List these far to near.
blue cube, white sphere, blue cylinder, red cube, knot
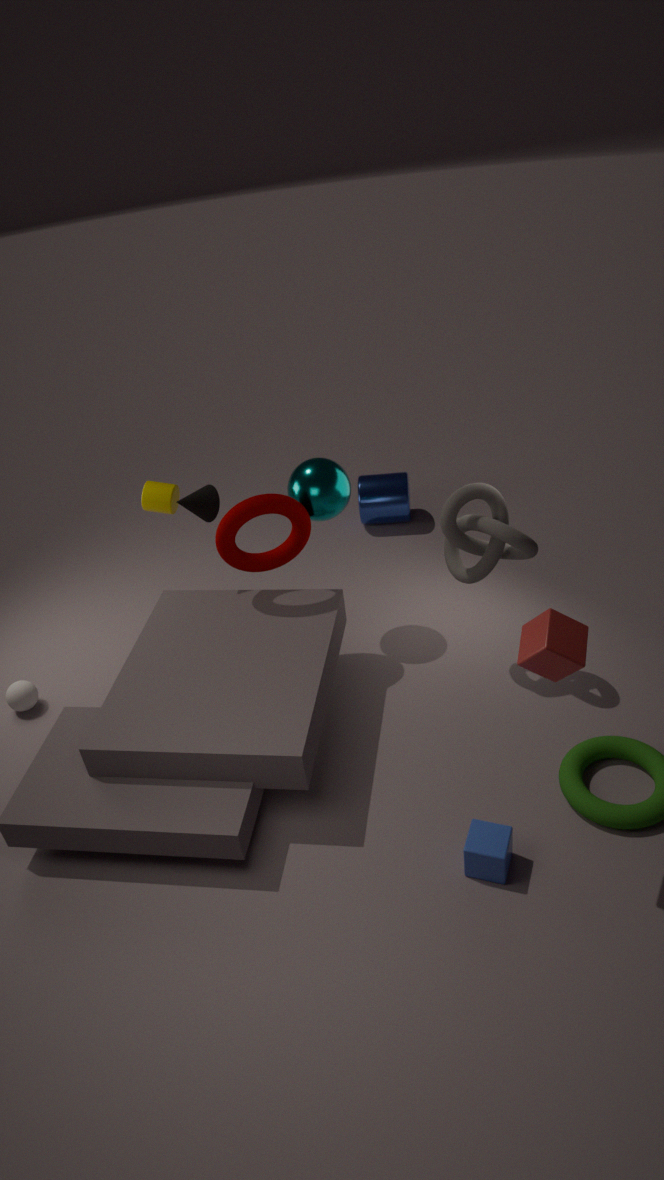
blue cylinder → white sphere → knot → blue cube → red cube
